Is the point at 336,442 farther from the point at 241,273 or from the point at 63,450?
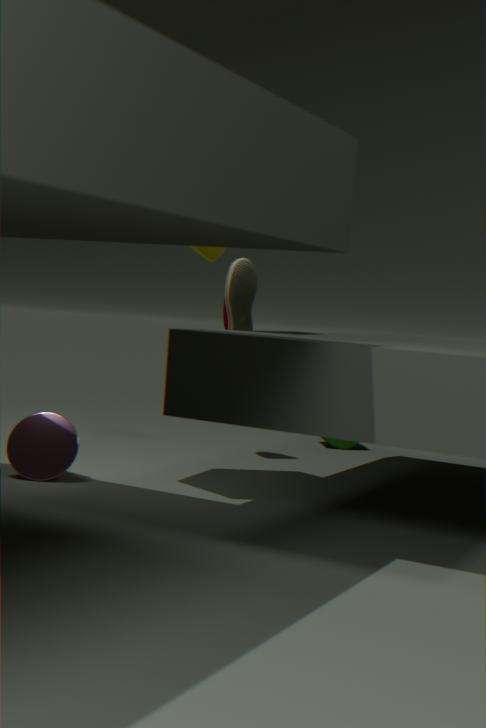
the point at 63,450
